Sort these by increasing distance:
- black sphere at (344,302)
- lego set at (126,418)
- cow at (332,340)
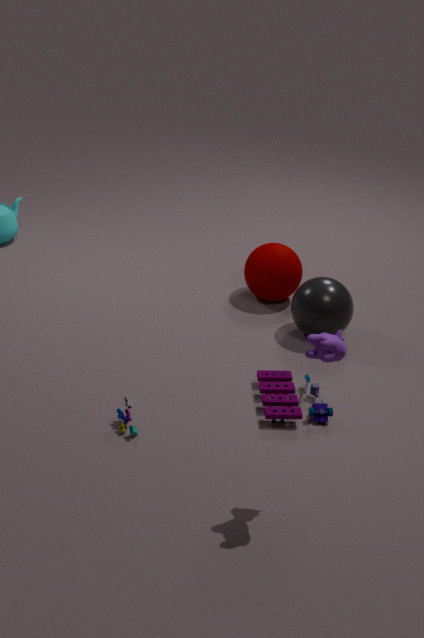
cow at (332,340) < lego set at (126,418) < black sphere at (344,302)
